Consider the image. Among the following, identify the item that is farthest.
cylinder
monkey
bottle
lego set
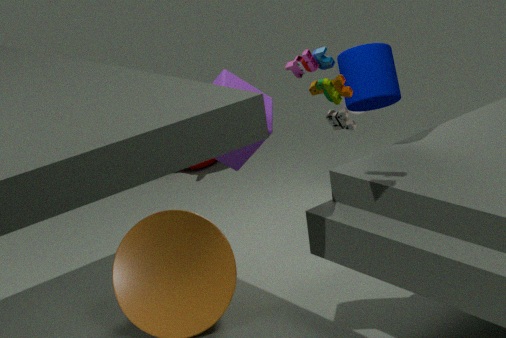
monkey
